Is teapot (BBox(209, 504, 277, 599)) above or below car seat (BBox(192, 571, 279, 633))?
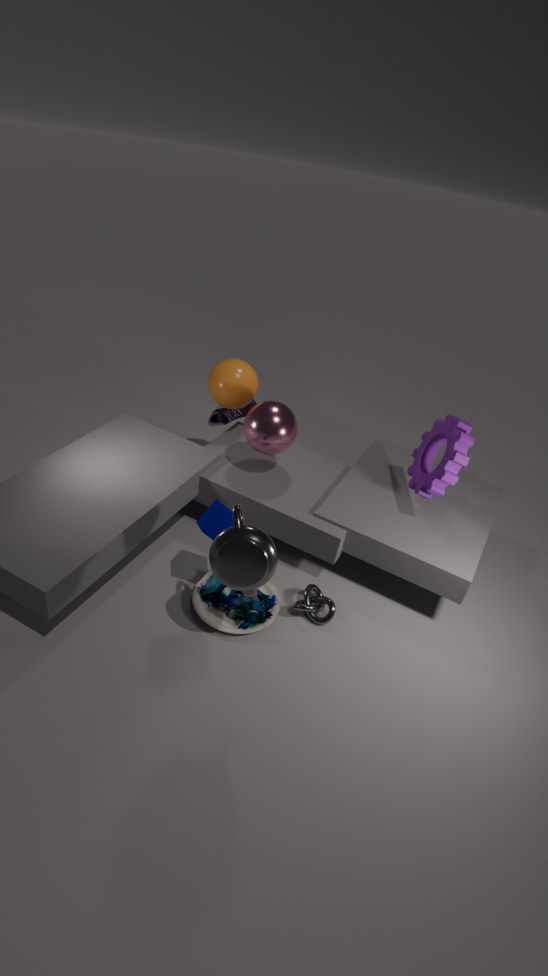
above
